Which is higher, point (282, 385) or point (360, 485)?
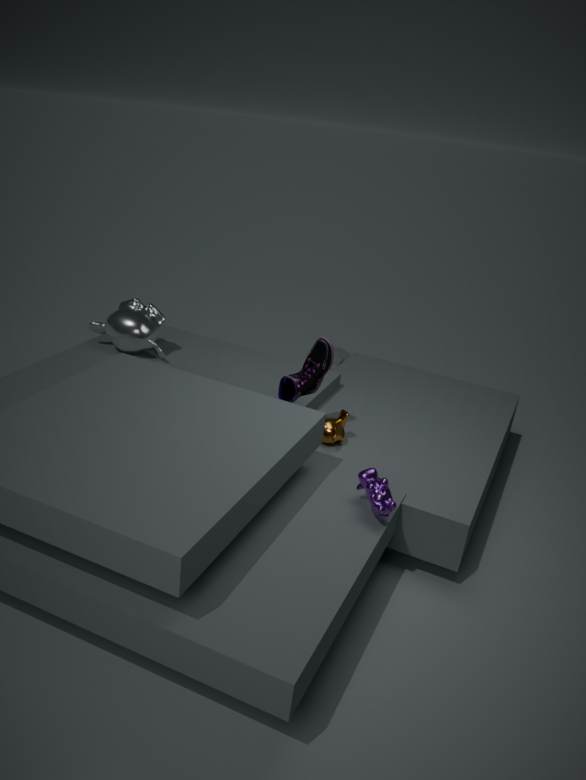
point (282, 385)
